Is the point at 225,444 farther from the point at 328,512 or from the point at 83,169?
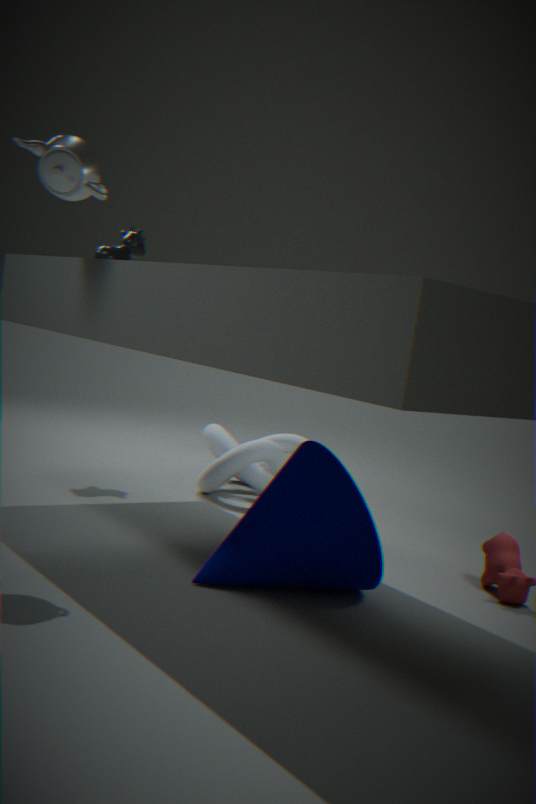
the point at 83,169
